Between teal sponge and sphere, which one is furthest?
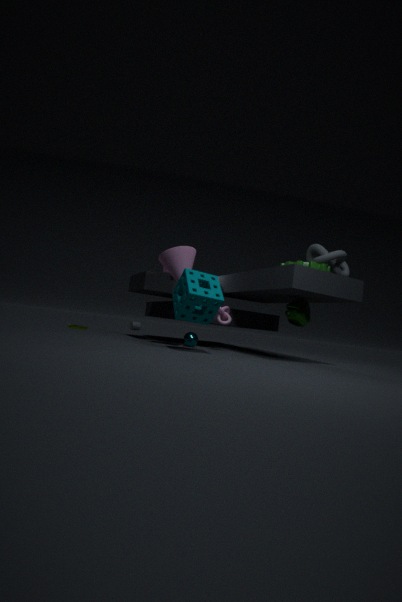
sphere
